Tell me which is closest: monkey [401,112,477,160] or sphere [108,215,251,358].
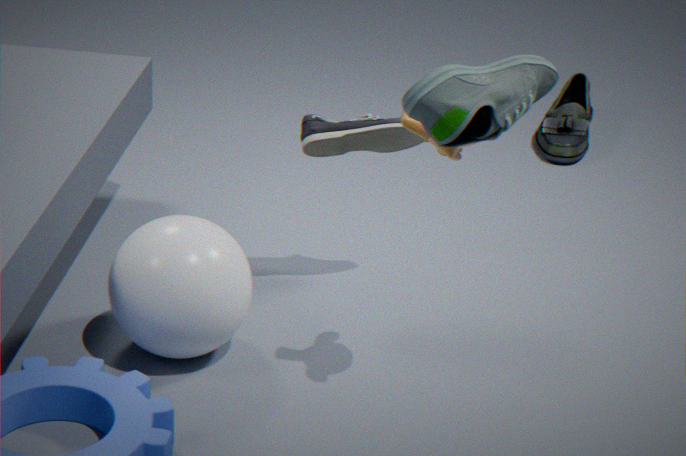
monkey [401,112,477,160]
